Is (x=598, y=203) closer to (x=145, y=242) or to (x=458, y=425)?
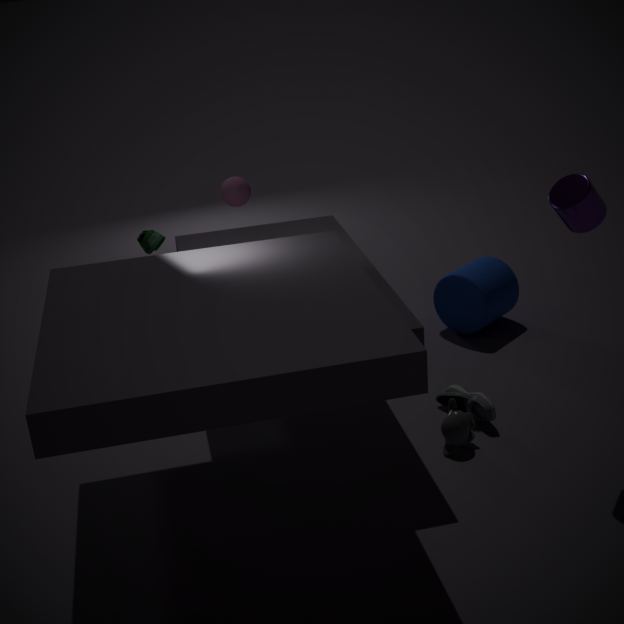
(x=458, y=425)
